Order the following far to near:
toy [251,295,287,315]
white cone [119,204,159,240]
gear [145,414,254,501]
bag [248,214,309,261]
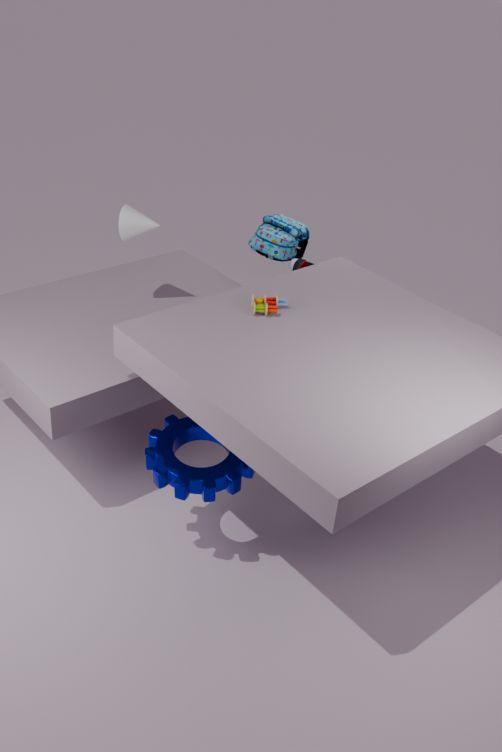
1. bag [248,214,309,261]
2. white cone [119,204,159,240]
3. toy [251,295,287,315]
4. gear [145,414,254,501]
